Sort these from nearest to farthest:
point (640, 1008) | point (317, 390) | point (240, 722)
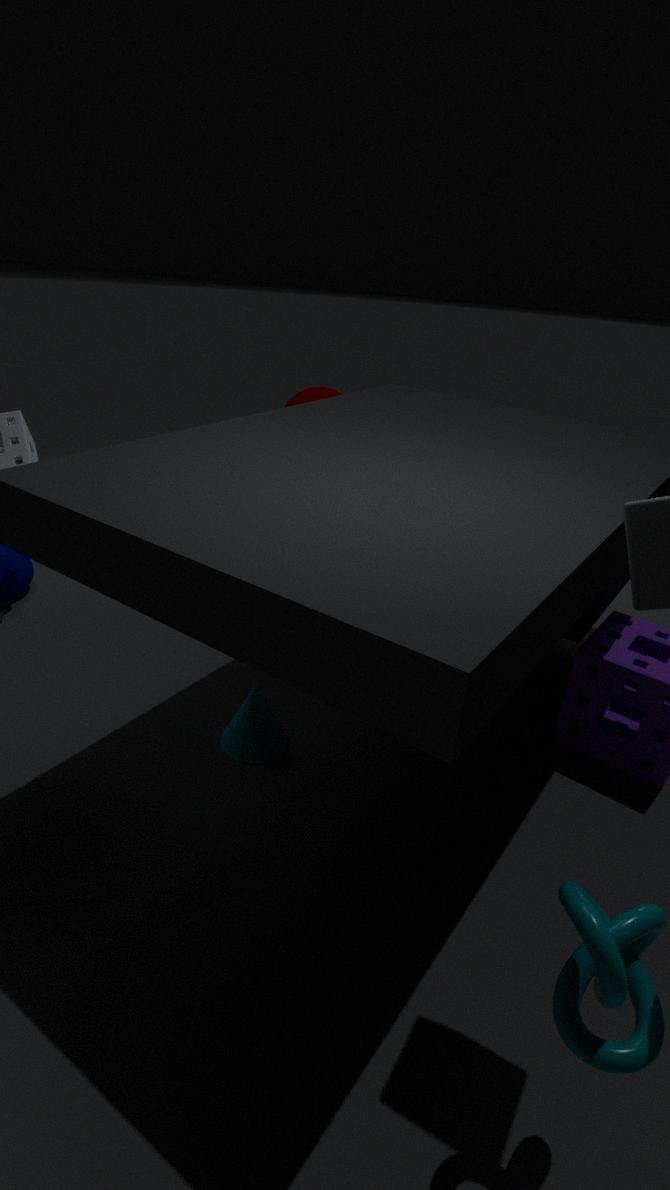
point (640, 1008) < point (240, 722) < point (317, 390)
